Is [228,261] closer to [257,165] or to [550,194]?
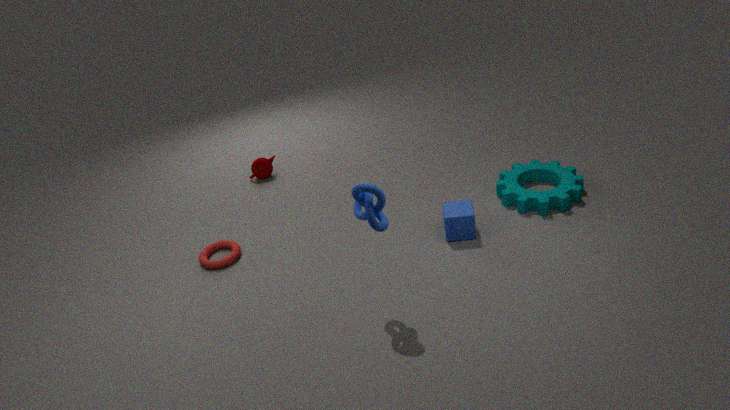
[257,165]
